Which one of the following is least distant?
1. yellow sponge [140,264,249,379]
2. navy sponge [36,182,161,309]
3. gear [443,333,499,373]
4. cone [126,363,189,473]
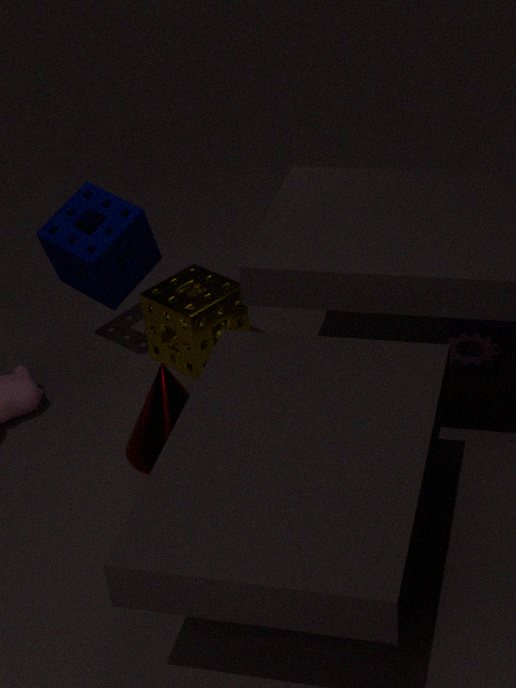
cone [126,363,189,473]
